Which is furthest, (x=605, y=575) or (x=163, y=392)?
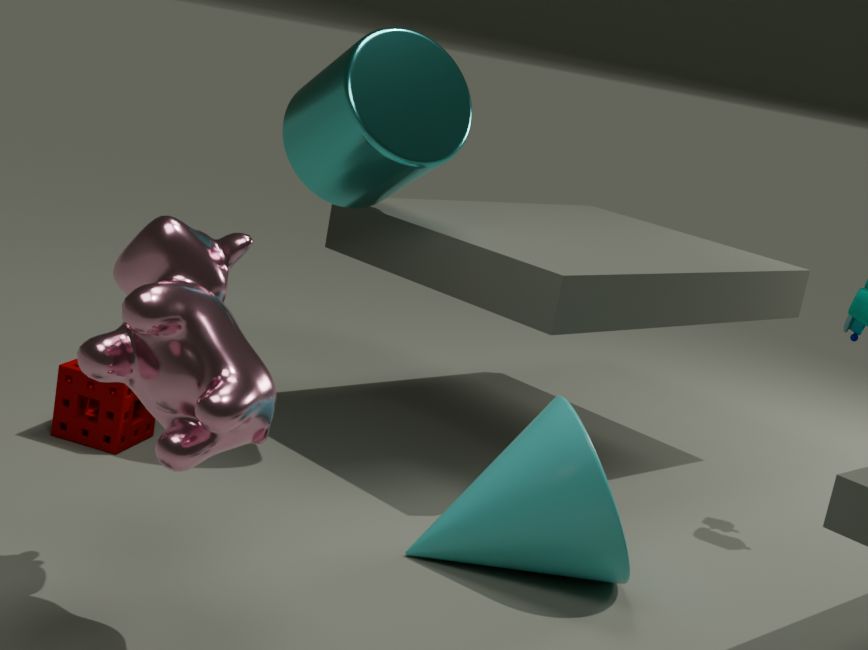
(x=605, y=575)
